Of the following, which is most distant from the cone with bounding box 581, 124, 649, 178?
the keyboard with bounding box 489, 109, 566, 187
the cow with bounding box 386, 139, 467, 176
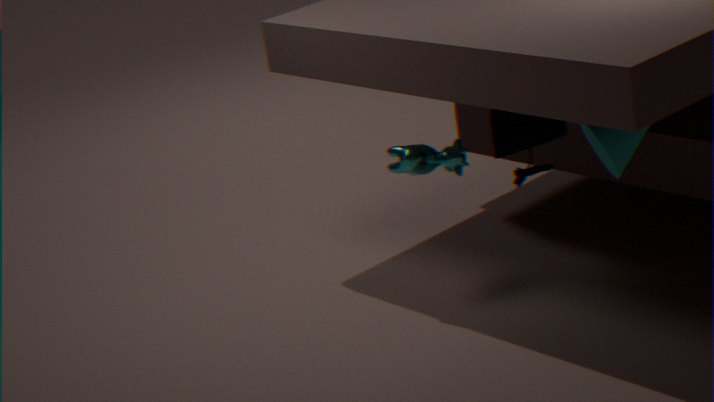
the cow with bounding box 386, 139, 467, 176
